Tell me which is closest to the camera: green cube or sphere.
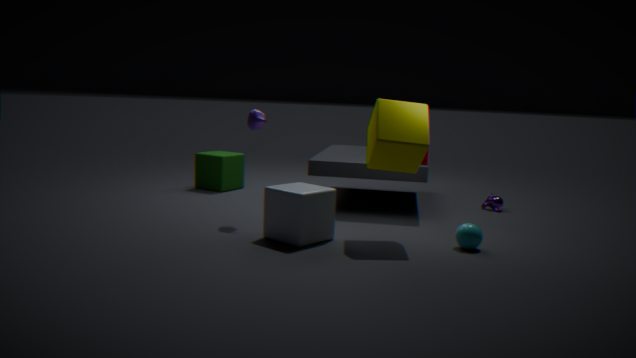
sphere
